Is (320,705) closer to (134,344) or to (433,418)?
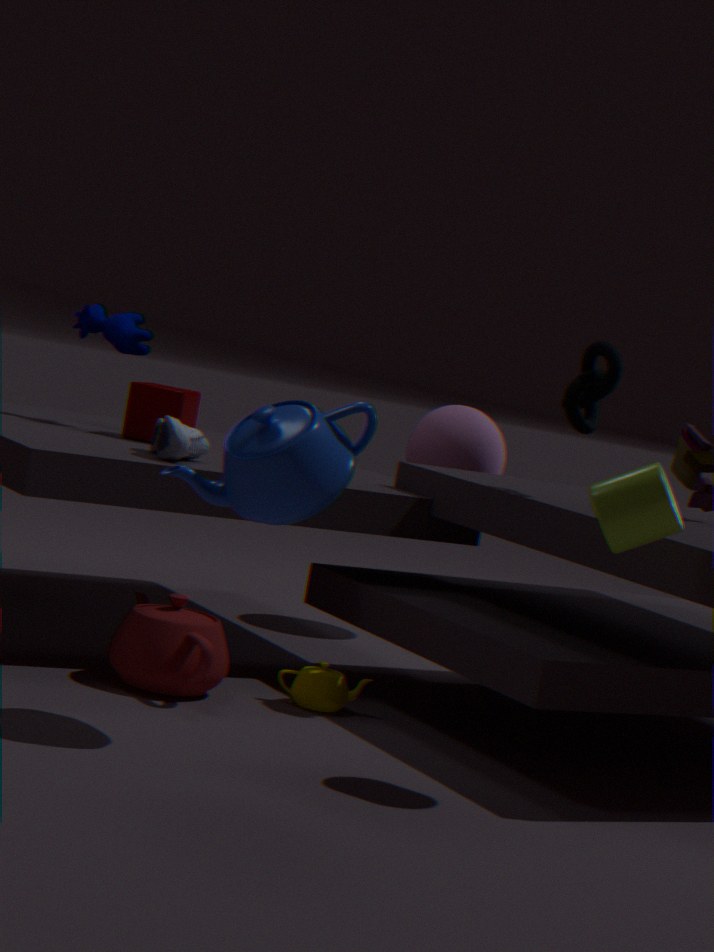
(134,344)
